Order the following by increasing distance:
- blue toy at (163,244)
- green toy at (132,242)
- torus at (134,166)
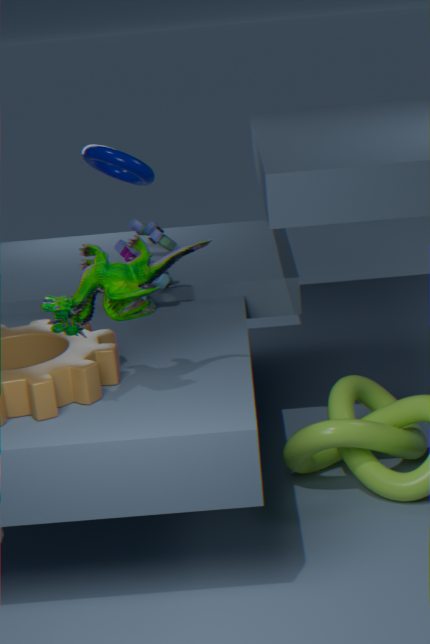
green toy at (132,242) < blue toy at (163,244) < torus at (134,166)
